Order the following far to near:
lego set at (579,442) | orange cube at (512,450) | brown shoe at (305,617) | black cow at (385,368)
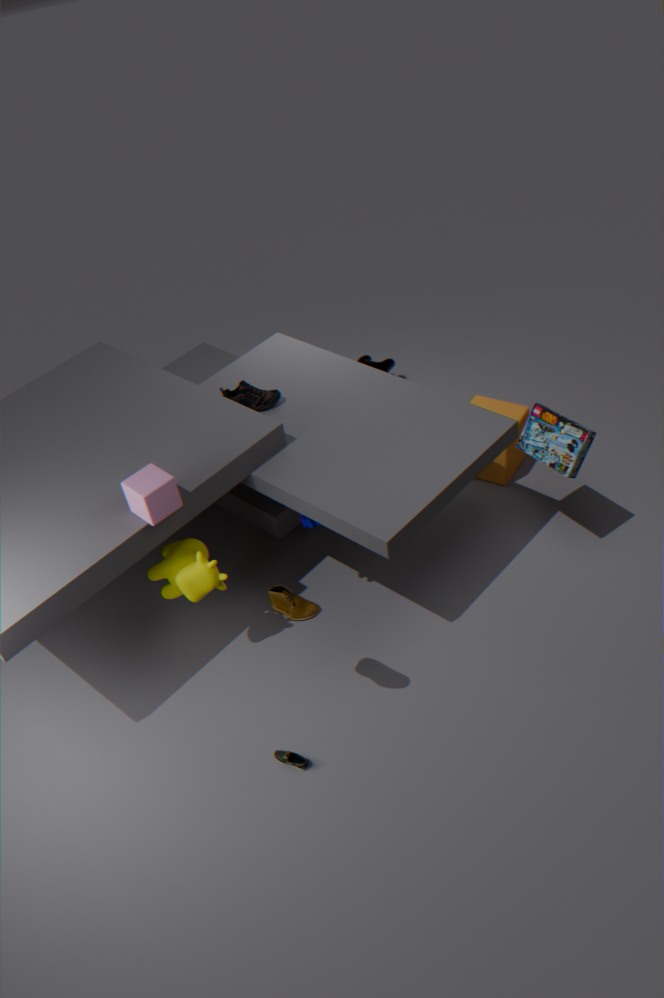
black cow at (385,368) → orange cube at (512,450) → lego set at (579,442) → brown shoe at (305,617)
